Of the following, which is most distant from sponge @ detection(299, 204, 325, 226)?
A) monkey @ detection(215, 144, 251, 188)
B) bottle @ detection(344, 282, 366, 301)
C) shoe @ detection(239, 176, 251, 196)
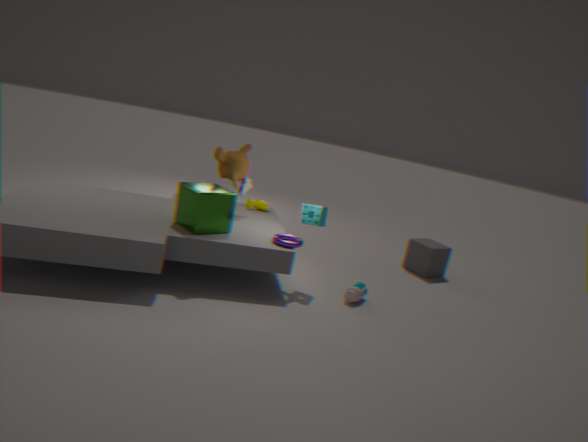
monkey @ detection(215, 144, 251, 188)
